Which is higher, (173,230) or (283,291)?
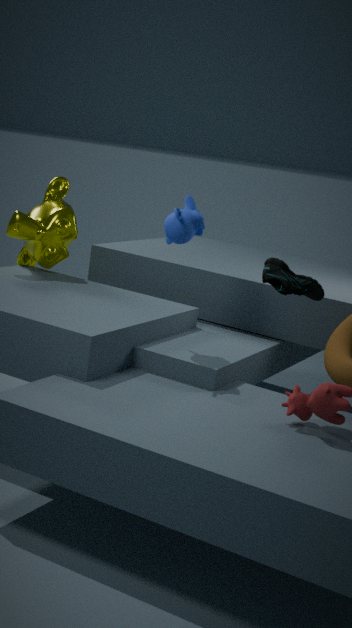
(173,230)
